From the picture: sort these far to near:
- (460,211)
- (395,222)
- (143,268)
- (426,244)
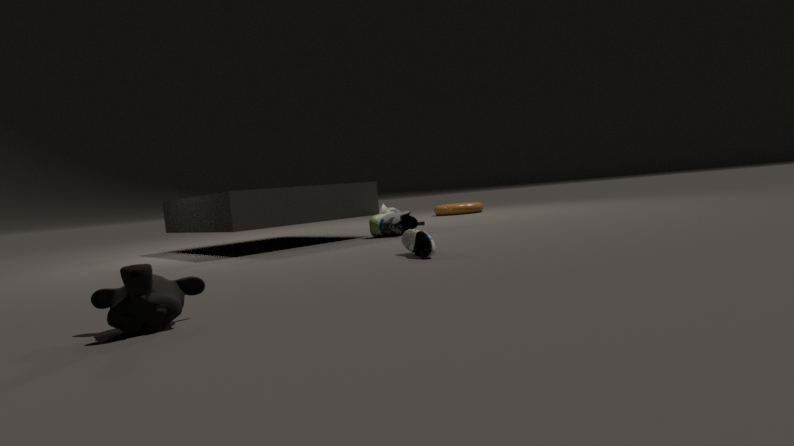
(460,211) < (395,222) < (426,244) < (143,268)
